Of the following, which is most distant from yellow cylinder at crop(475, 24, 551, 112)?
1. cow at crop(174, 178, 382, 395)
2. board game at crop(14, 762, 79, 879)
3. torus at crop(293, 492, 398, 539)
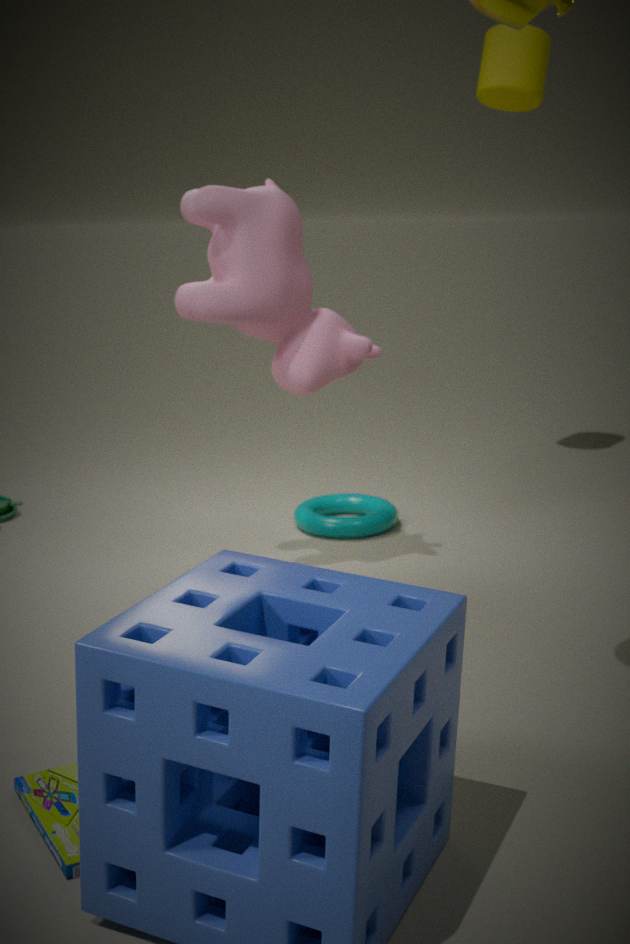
board game at crop(14, 762, 79, 879)
